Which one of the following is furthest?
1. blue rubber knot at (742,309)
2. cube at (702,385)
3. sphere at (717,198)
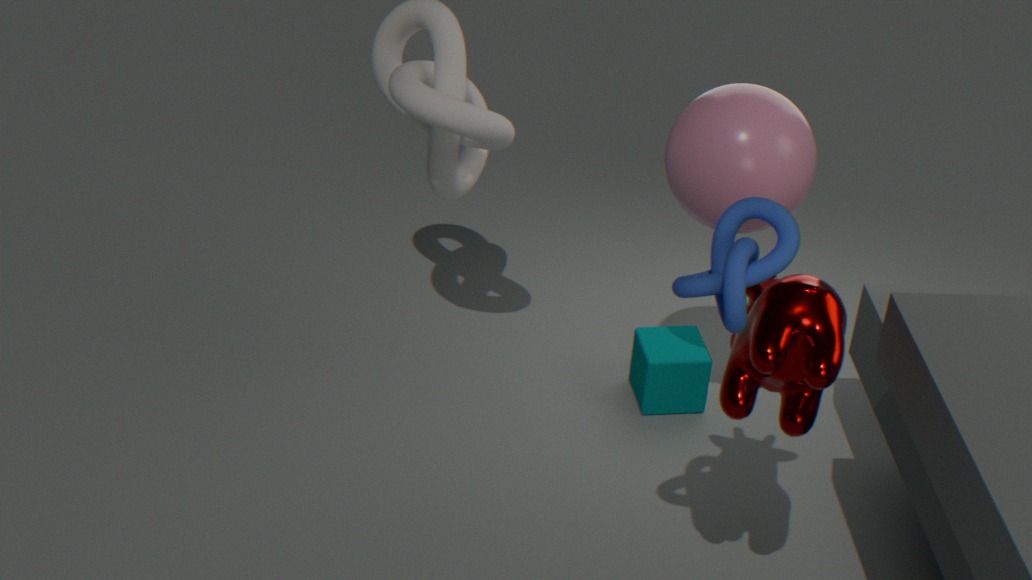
cube at (702,385)
